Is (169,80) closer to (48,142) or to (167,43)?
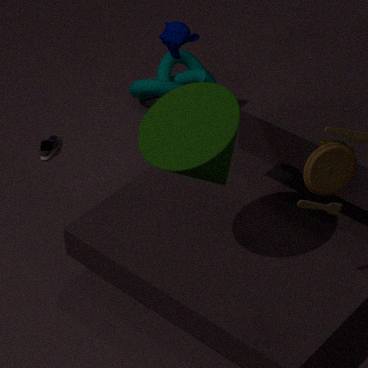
(167,43)
